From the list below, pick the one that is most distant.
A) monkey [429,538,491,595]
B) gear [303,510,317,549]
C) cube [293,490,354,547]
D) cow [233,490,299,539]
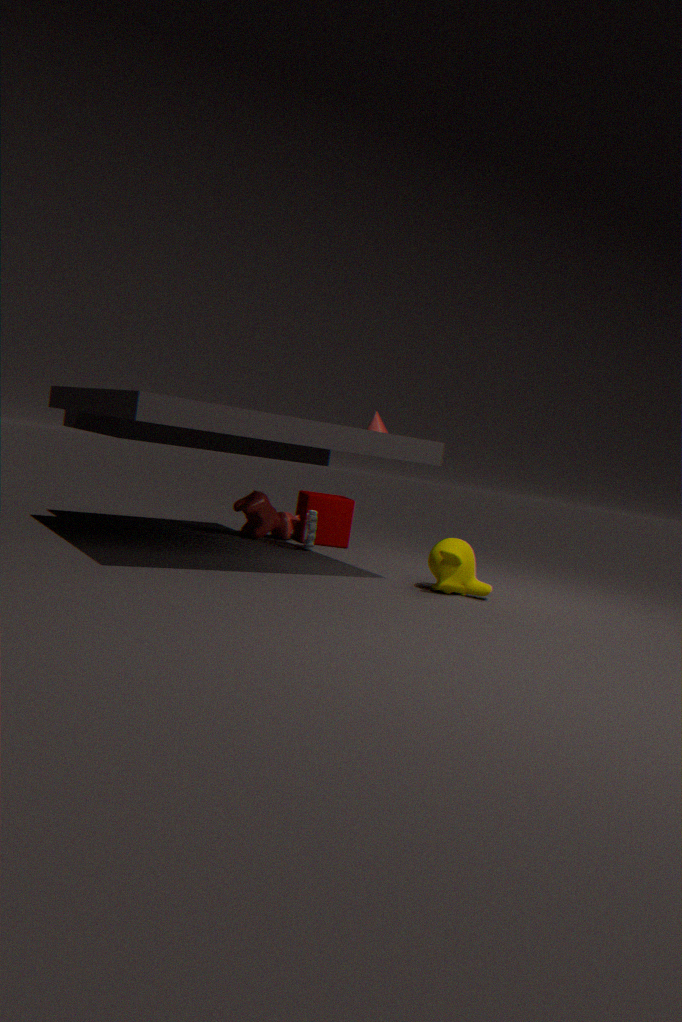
cube [293,490,354,547]
